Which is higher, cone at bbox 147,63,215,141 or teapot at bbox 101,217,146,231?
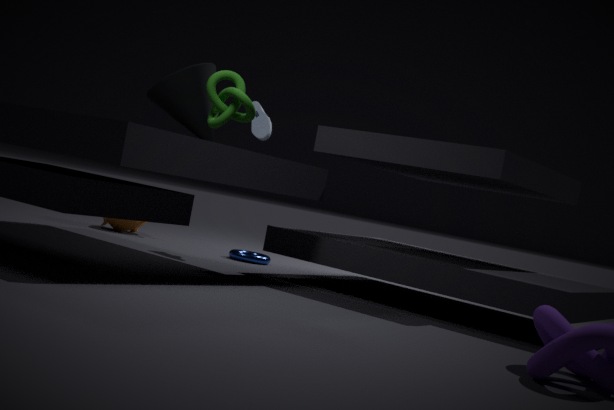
cone at bbox 147,63,215,141
